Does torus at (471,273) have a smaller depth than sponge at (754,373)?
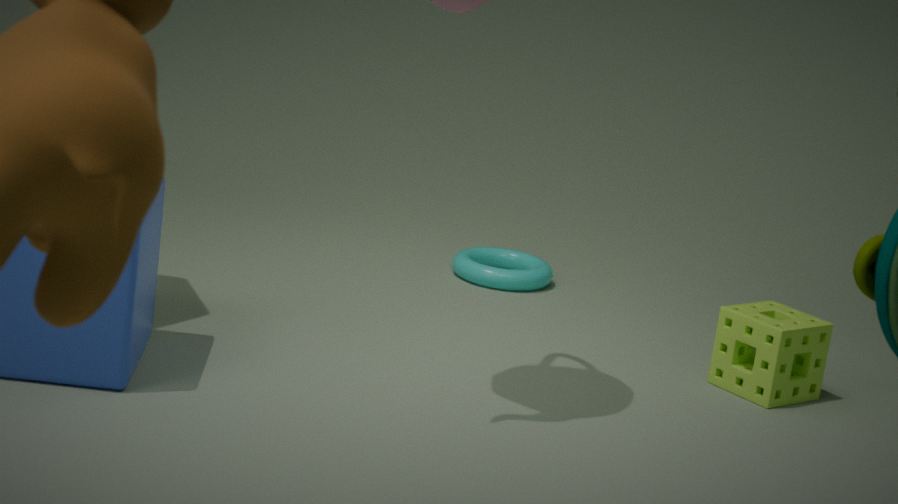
No
